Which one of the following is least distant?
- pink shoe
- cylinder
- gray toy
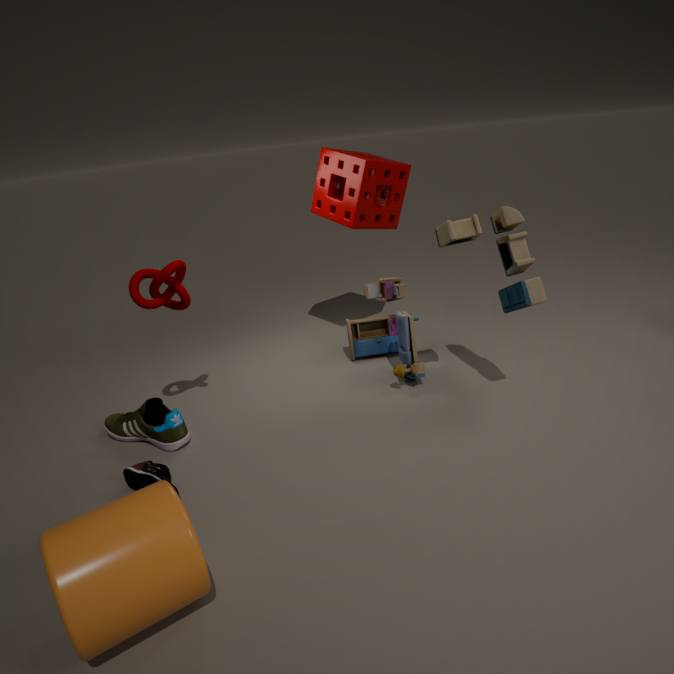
cylinder
